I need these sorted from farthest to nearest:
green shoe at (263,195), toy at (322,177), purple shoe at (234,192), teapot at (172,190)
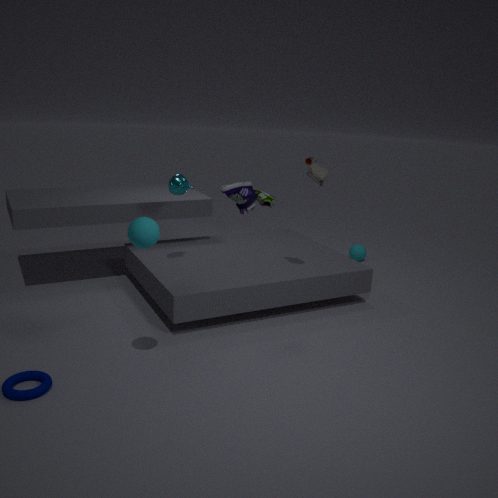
green shoe at (263,195) → purple shoe at (234,192) → teapot at (172,190) → toy at (322,177)
